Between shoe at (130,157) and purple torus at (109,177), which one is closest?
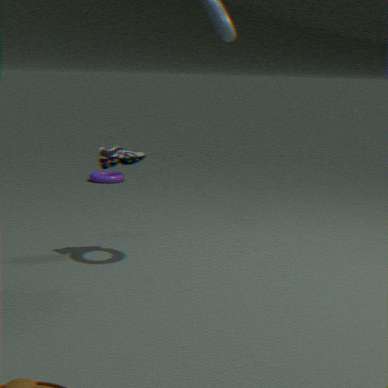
shoe at (130,157)
